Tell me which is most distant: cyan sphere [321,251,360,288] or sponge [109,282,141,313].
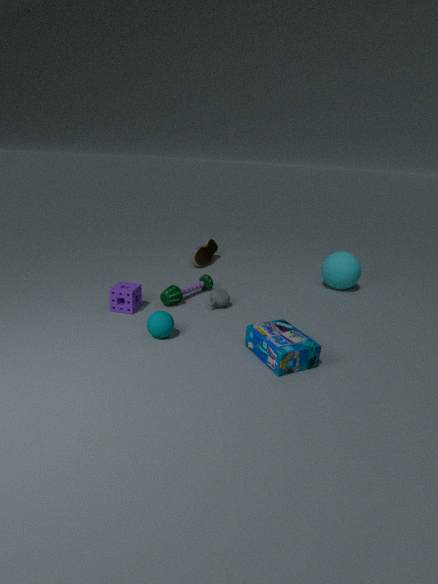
cyan sphere [321,251,360,288]
